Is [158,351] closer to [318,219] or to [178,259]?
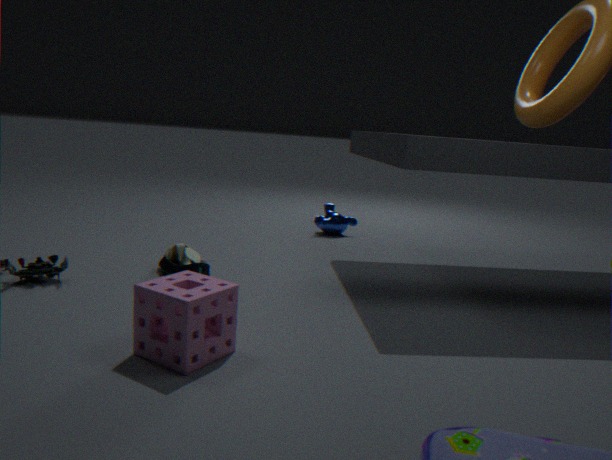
[178,259]
